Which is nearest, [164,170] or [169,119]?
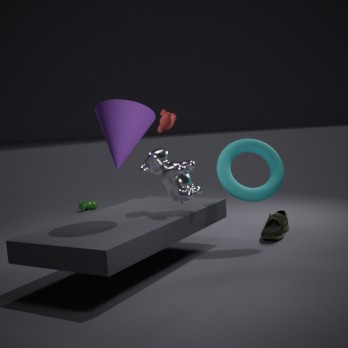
[164,170]
